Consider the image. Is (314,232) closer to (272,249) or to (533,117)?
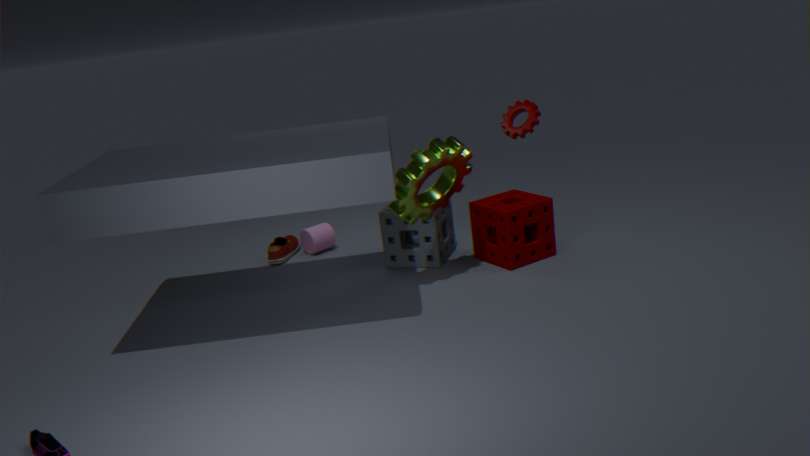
(272,249)
